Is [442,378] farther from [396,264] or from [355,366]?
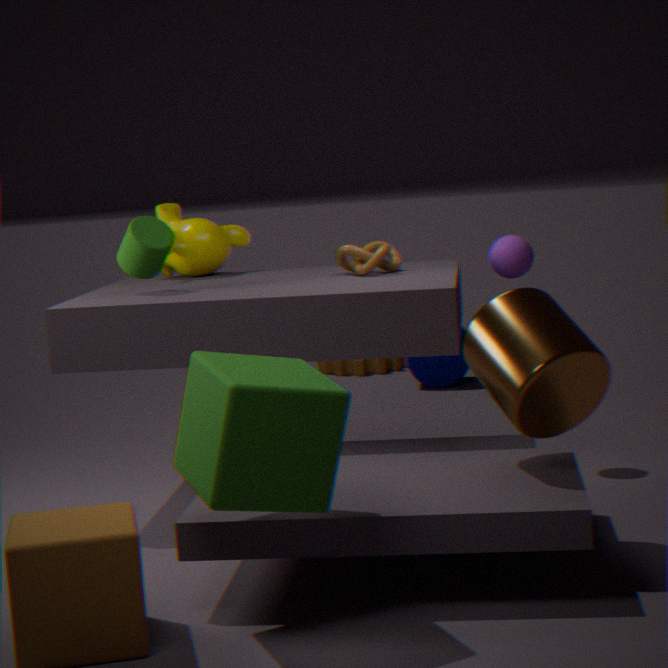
[396,264]
